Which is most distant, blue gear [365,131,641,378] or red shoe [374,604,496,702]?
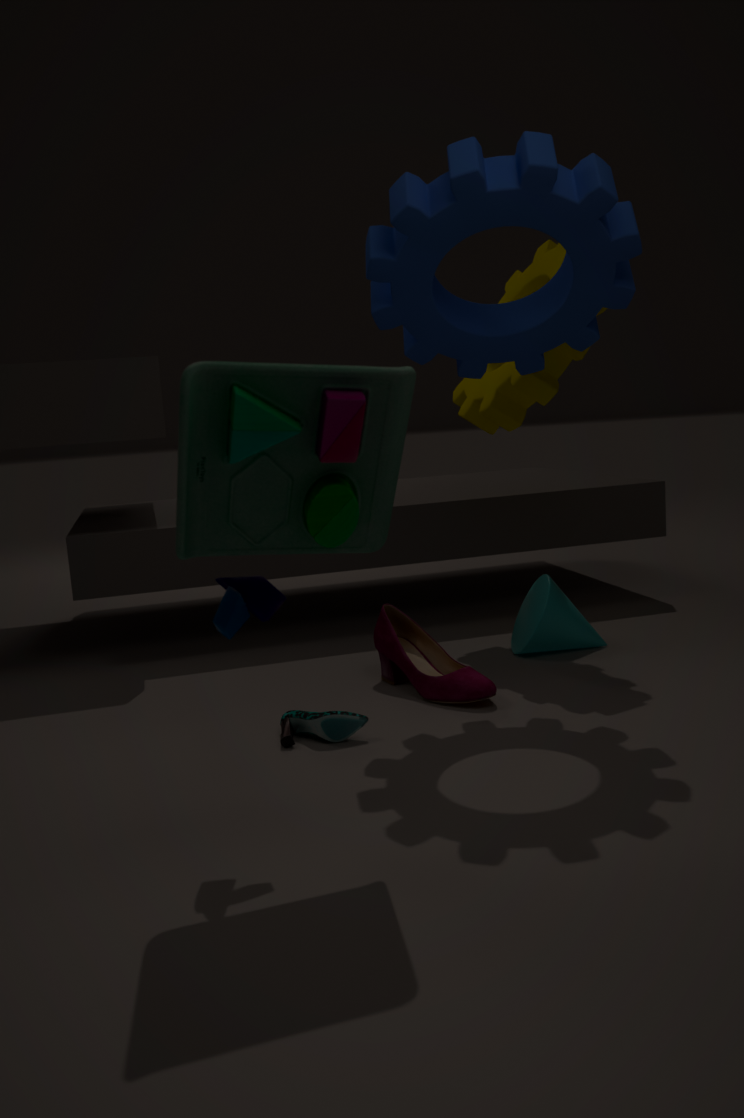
red shoe [374,604,496,702]
